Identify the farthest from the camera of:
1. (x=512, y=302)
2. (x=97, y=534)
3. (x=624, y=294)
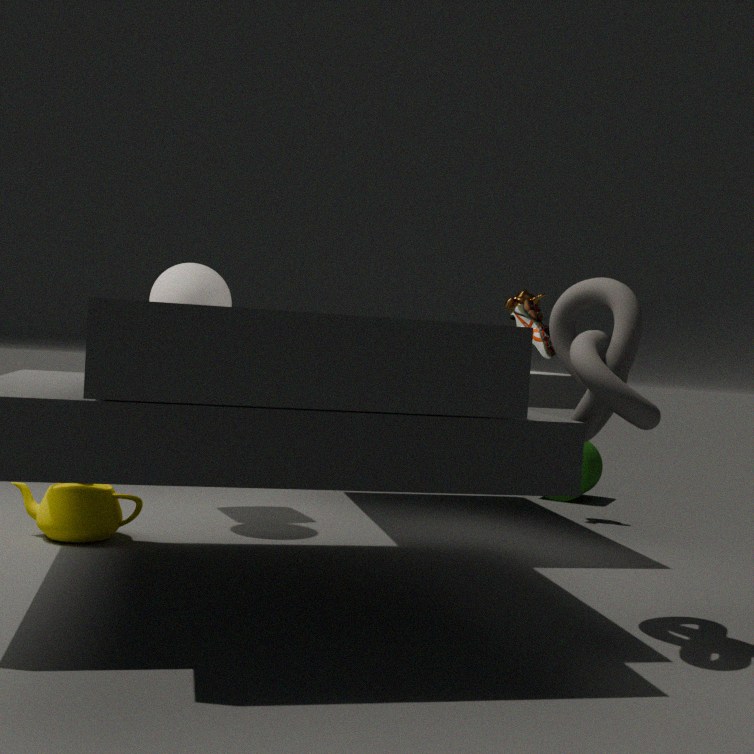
(x=512, y=302)
